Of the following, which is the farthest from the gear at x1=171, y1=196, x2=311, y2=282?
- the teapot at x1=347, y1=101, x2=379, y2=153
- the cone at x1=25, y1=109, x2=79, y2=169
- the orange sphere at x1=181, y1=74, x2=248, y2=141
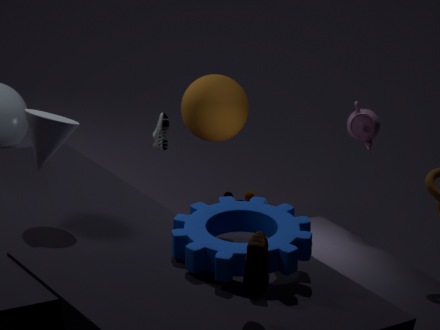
the orange sphere at x1=181, y1=74, x2=248, y2=141
